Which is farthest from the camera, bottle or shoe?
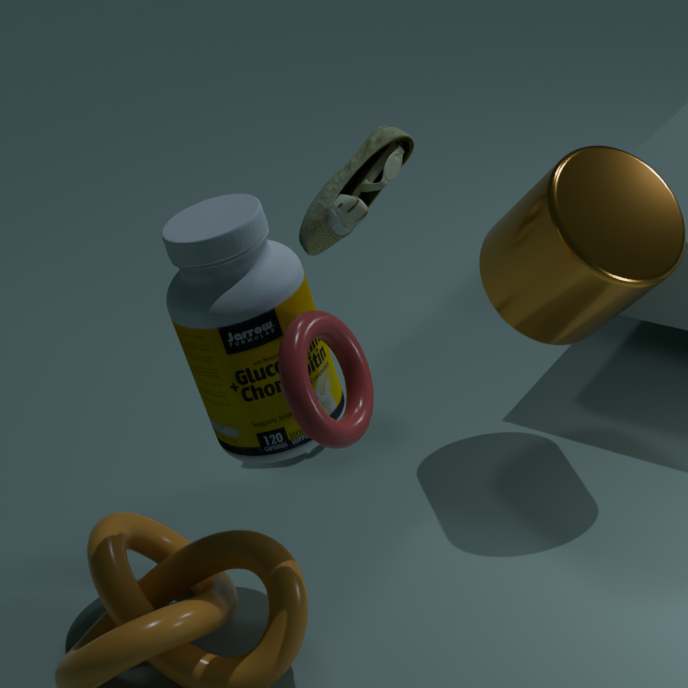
shoe
